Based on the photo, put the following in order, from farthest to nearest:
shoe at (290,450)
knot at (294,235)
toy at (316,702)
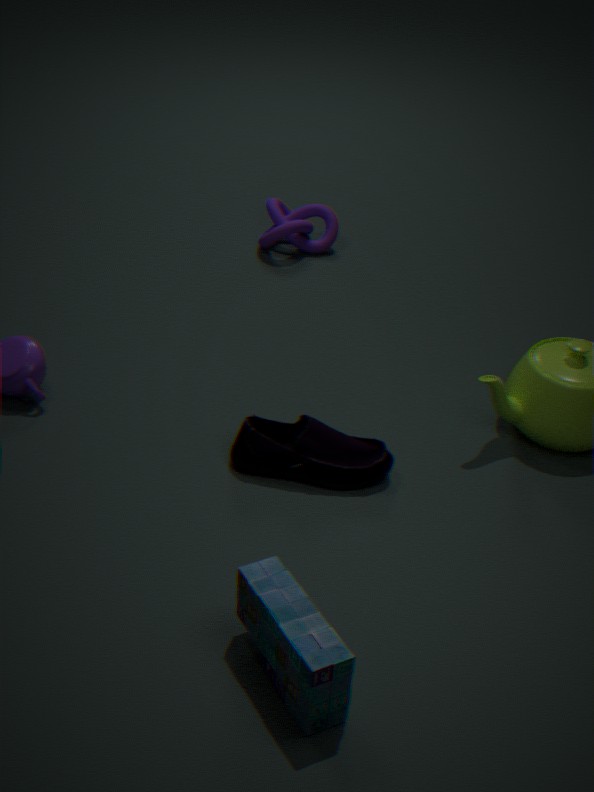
knot at (294,235) → shoe at (290,450) → toy at (316,702)
